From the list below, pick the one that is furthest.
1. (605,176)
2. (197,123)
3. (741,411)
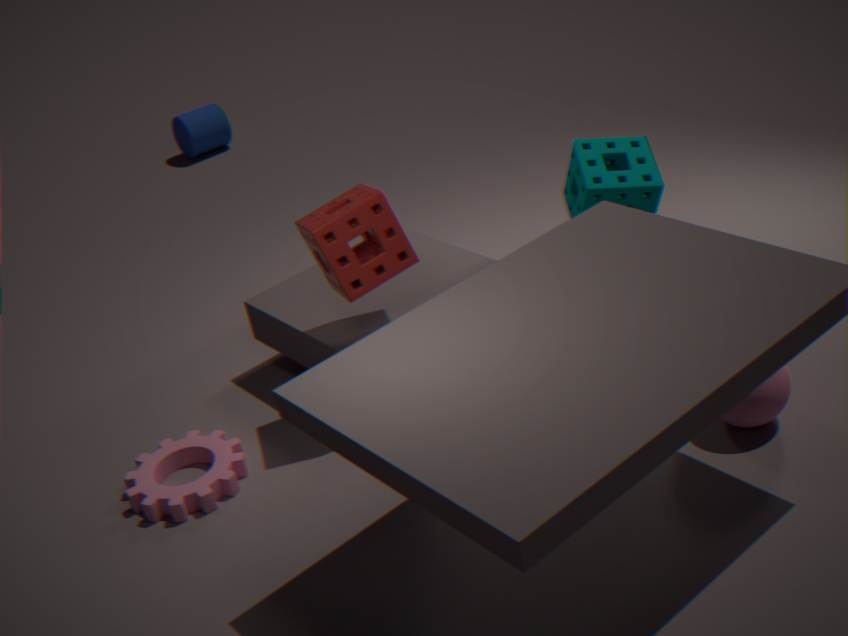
(197,123)
